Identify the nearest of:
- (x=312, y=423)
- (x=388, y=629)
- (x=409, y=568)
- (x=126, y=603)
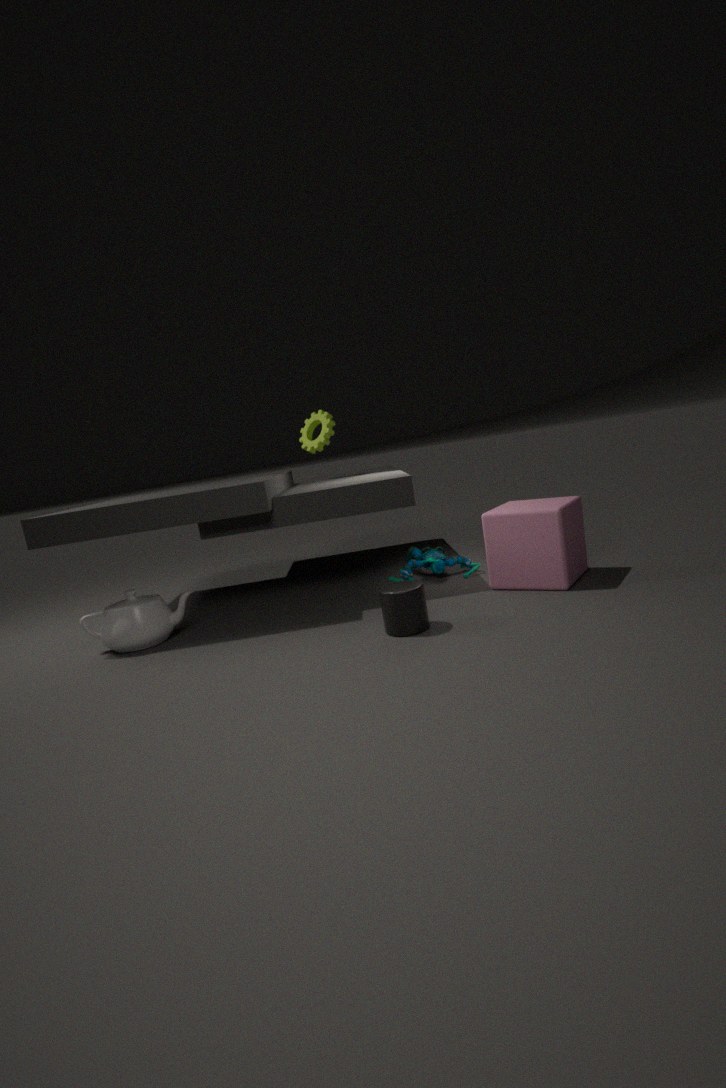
(x=388, y=629)
